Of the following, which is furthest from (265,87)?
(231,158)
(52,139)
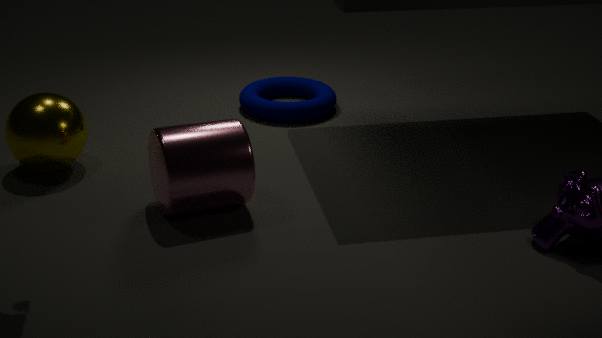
(52,139)
